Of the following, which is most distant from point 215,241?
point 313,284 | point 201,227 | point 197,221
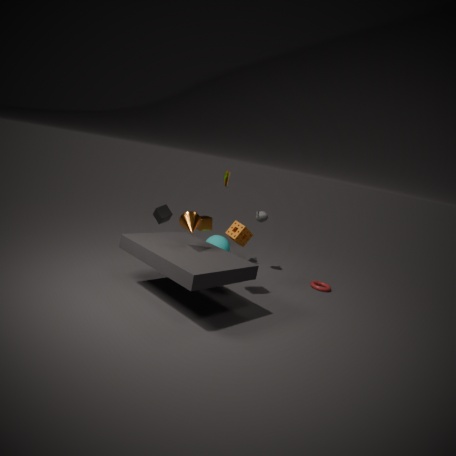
point 197,221
